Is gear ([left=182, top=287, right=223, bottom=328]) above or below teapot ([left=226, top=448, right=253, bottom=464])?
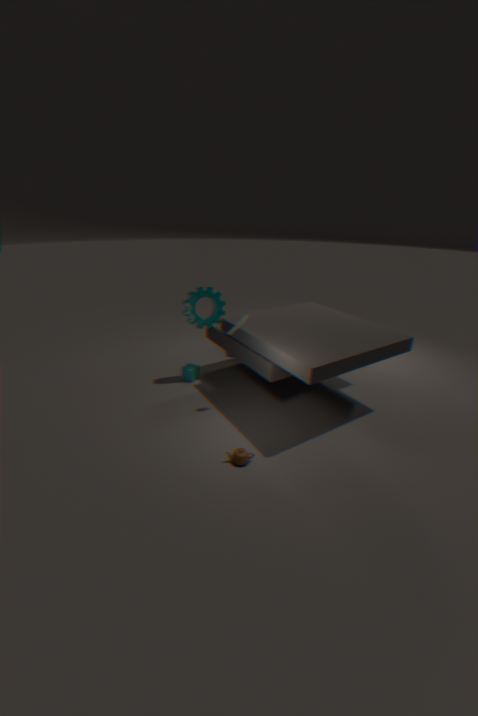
above
